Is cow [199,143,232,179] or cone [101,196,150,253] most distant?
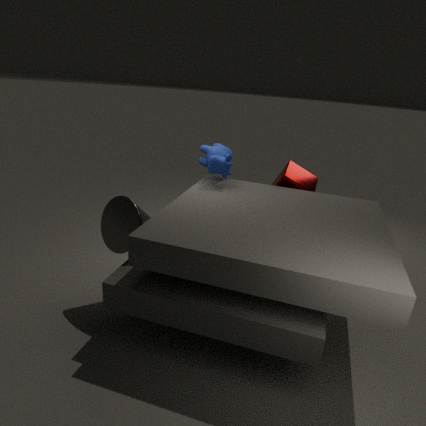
cow [199,143,232,179]
